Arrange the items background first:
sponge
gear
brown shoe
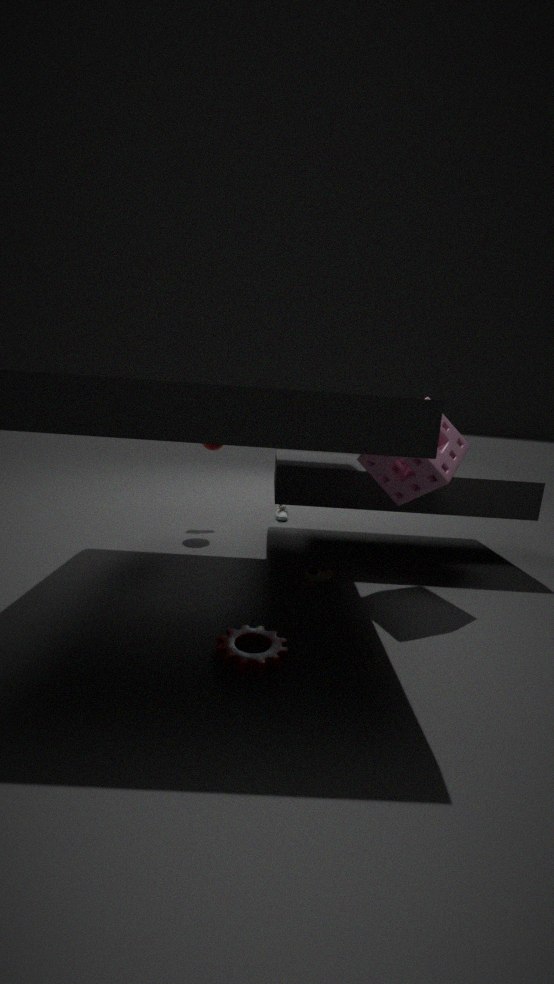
brown shoe → sponge → gear
